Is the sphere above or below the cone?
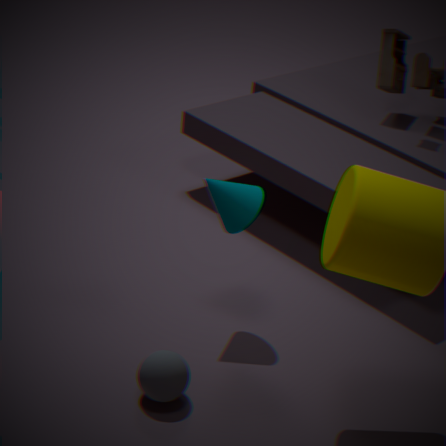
below
